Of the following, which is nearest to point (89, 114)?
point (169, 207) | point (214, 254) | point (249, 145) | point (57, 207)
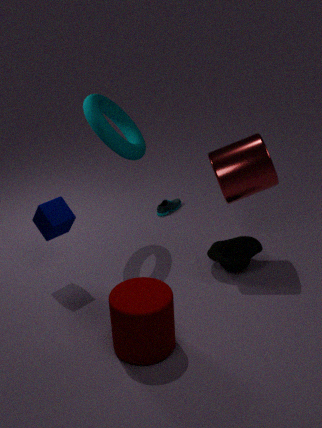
point (57, 207)
